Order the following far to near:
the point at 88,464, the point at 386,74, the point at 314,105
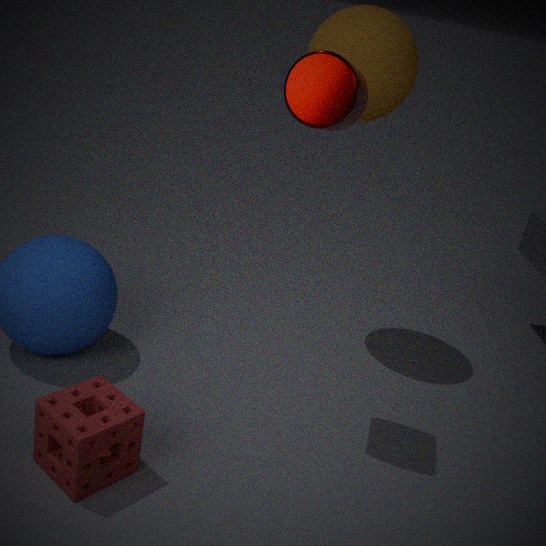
the point at 386,74 < the point at 314,105 < the point at 88,464
